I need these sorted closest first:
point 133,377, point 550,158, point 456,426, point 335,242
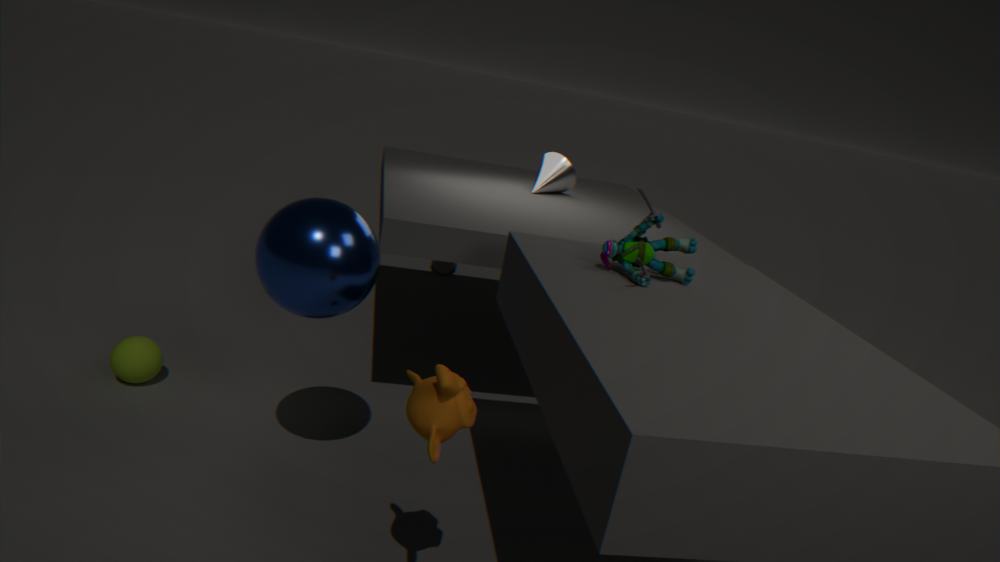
point 456,426, point 335,242, point 133,377, point 550,158
